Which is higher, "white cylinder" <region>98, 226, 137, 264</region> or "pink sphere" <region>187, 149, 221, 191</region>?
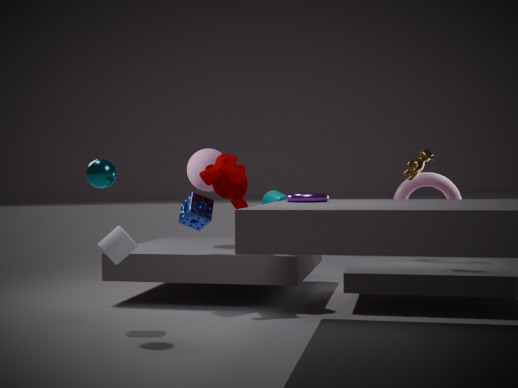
"pink sphere" <region>187, 149, 221, 191</region>
